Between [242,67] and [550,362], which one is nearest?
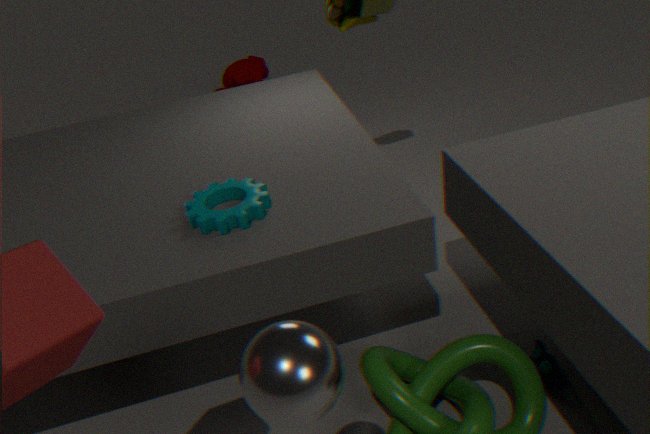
[550,362]
